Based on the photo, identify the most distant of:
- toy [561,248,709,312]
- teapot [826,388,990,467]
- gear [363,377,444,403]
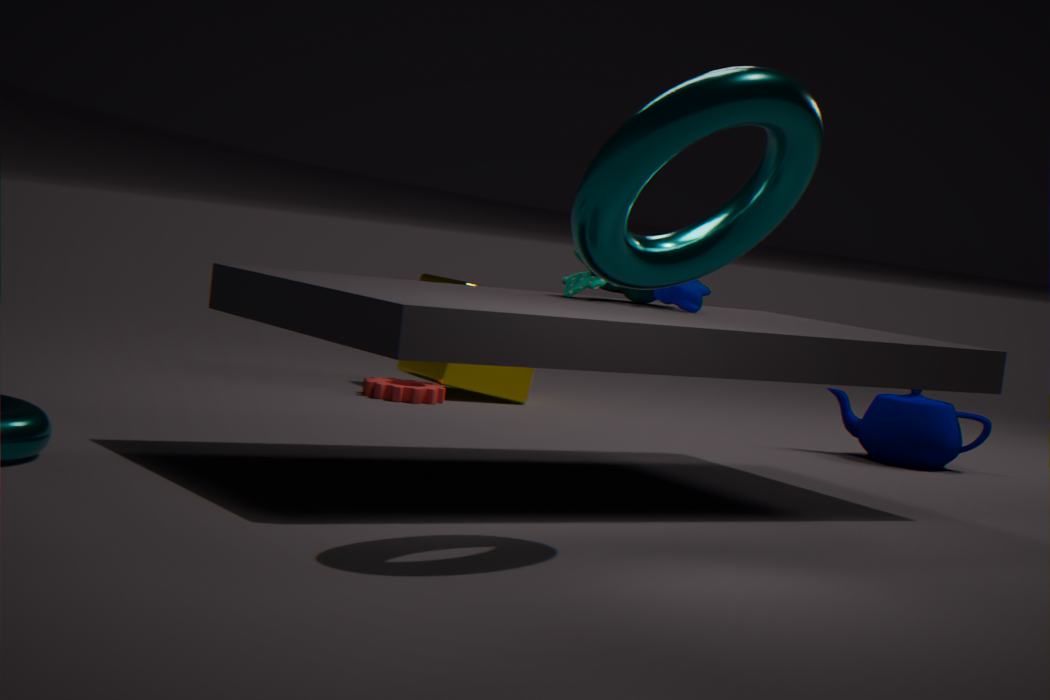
gear [363,377,444,403]
